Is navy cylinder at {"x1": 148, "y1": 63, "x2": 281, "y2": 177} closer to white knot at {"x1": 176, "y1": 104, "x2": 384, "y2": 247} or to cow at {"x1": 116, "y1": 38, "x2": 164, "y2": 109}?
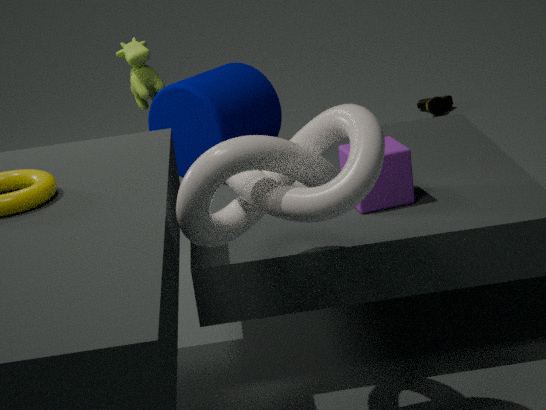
cow at {"x1": 116, "y1": 38, "x2": 164, "y2": 109}
